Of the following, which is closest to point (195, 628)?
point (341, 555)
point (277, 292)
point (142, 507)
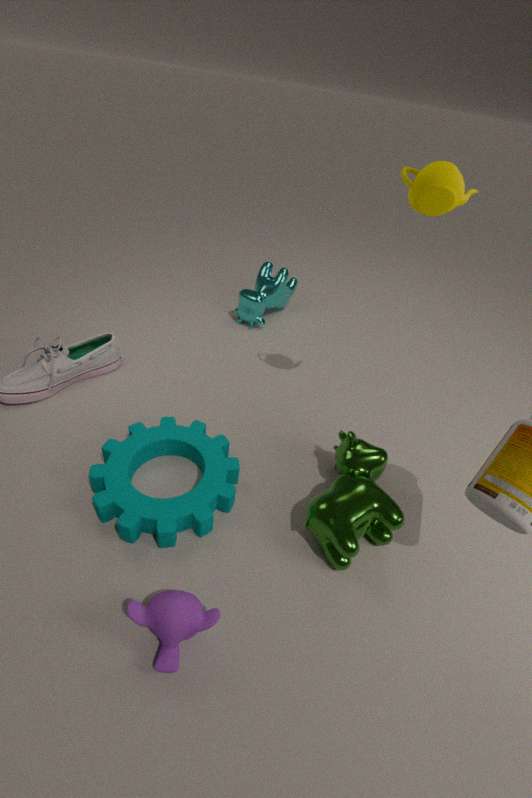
point (142, 507)
